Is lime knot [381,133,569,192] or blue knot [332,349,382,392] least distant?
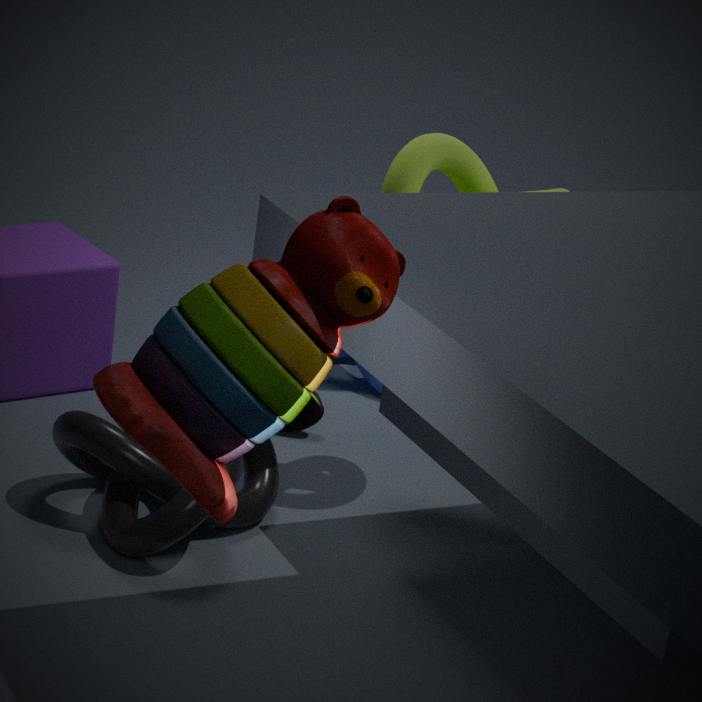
lime knot [381,133,569,192]
